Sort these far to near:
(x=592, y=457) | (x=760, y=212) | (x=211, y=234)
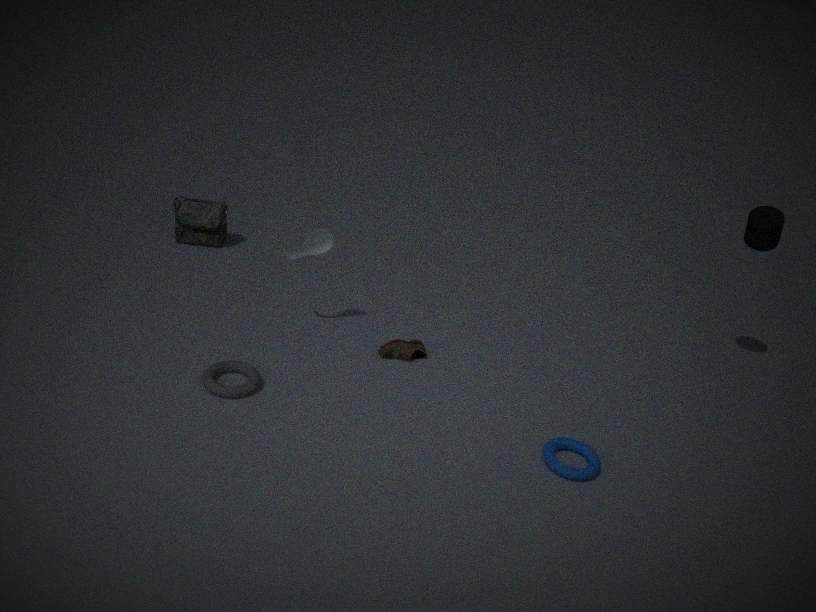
(x=211, y=234), (x=760, y=212), (x=592, y=457)
